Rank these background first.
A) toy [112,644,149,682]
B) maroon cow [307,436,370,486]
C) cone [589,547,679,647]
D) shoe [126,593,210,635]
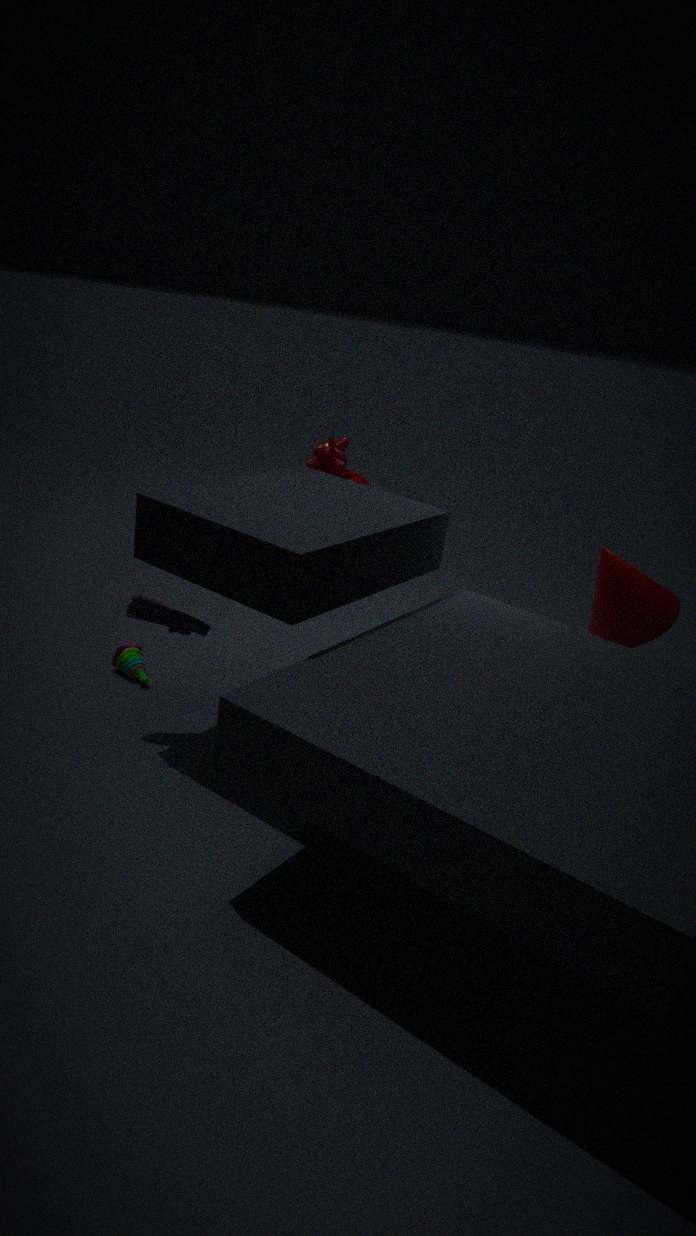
1. maroon cow [307,436,370,486]
2. cone [589,547,679,647]
3. toy [112,644,149,682]
4. shoe [126,593,210,635]
